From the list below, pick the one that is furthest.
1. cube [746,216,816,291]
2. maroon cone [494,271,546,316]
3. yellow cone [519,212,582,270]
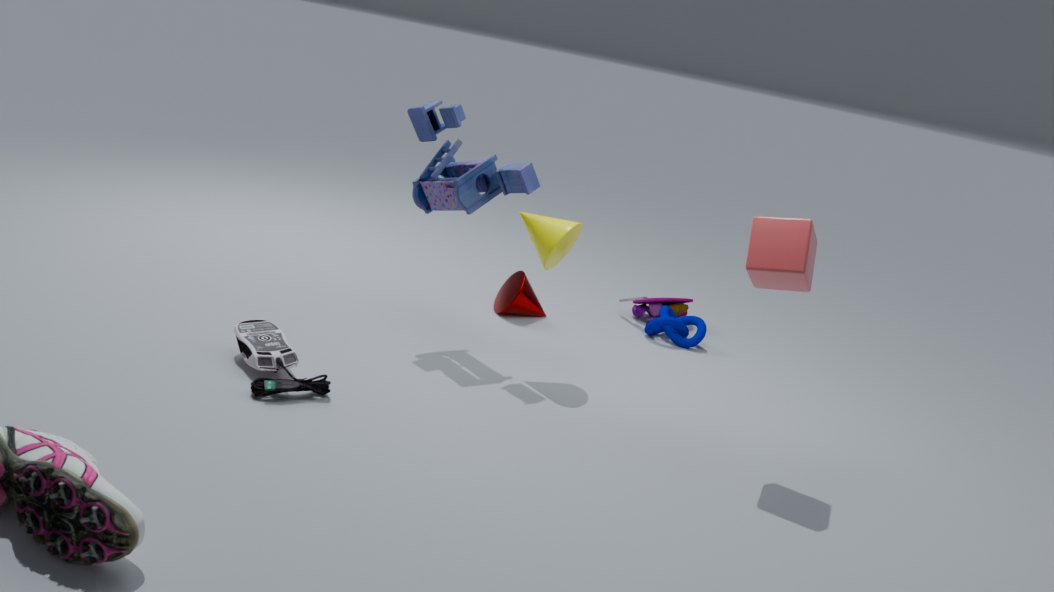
maroon cone [494,271,546,316]
